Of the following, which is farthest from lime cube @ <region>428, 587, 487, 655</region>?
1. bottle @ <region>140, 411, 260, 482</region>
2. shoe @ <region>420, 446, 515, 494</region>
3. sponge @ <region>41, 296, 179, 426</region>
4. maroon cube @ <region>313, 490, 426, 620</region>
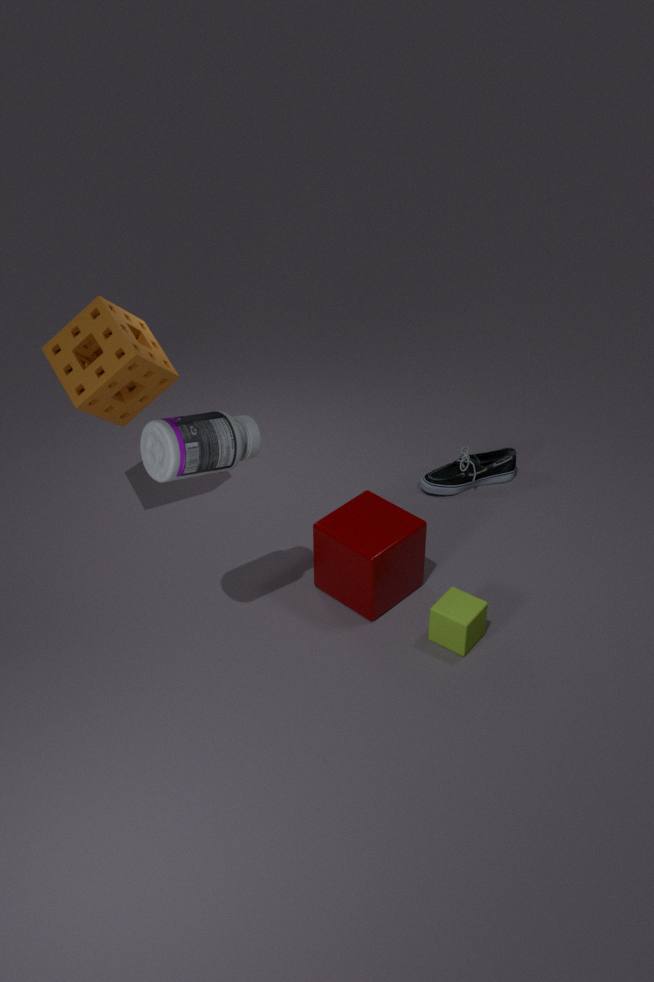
sponge @ <region>41, 296, 179, 426</region>
